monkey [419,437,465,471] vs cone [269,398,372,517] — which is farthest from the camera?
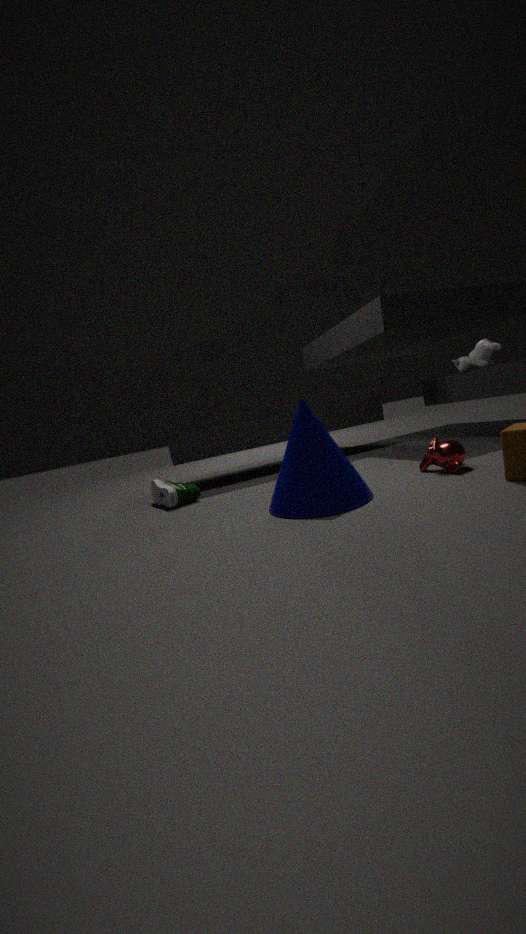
monkey [419,437,465,471]
